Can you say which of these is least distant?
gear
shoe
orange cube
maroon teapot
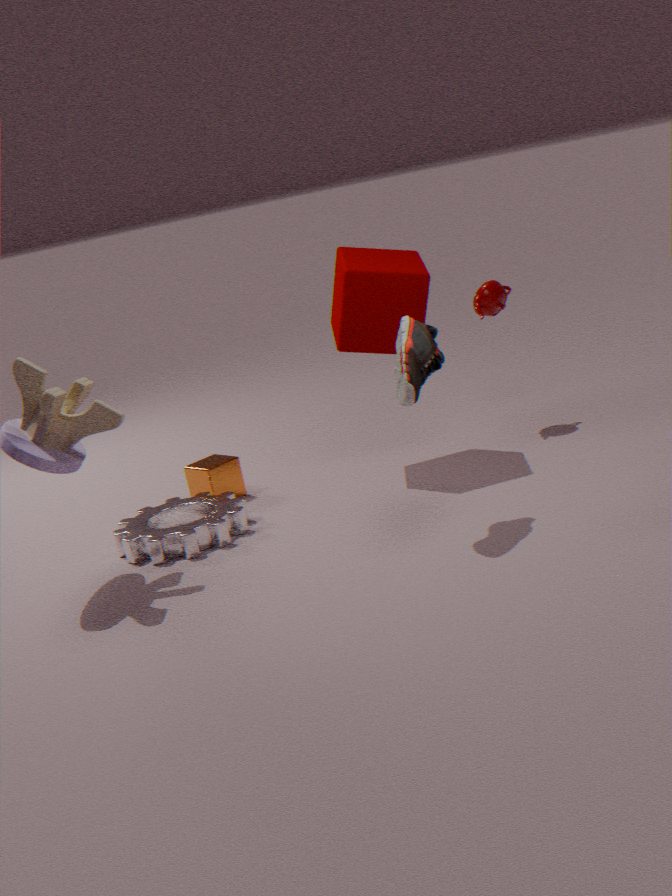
shoe
